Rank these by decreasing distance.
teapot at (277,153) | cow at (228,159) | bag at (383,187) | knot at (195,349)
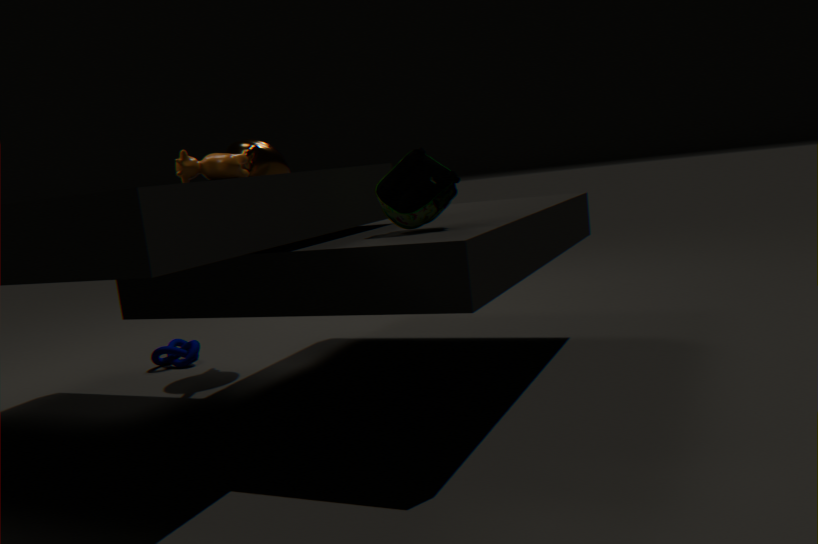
knot at (195,349), teapot at (277,153), cow at (228,159), bag at (383,187)
